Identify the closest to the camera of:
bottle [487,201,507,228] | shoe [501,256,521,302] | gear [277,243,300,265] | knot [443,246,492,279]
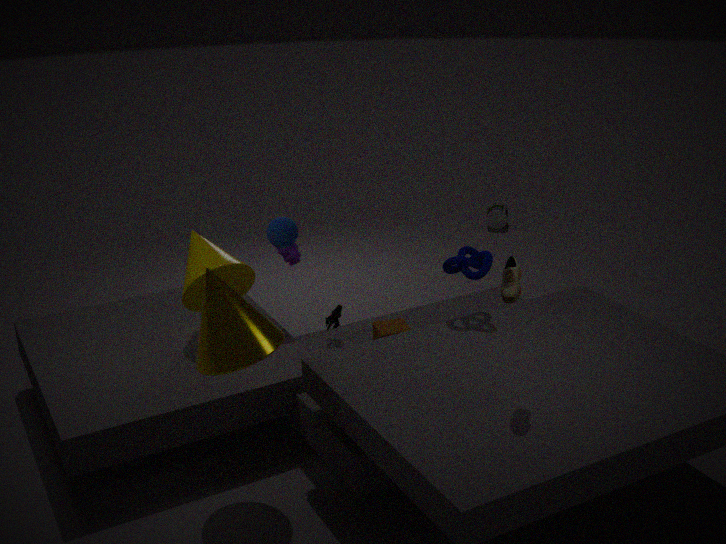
shoe [501,256,521,302]
